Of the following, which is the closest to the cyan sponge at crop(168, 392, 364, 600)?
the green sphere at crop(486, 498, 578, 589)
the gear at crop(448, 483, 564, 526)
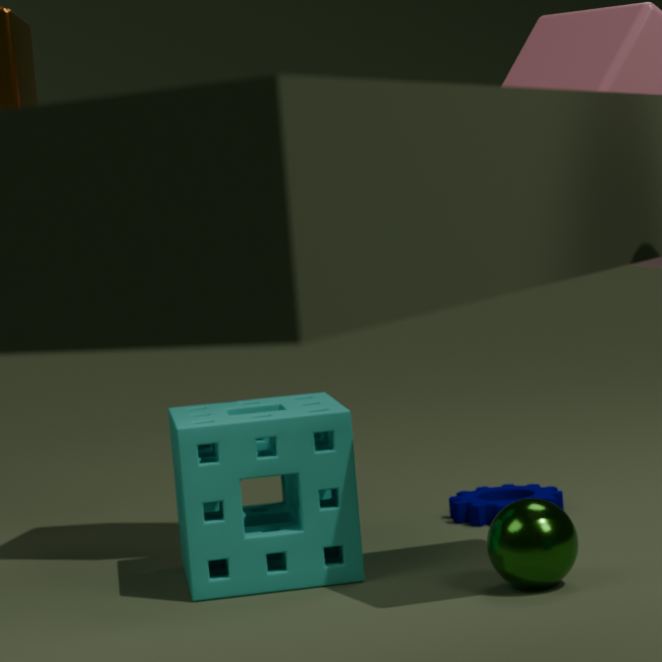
the green sphere at crop(486, 498, 578, 589)
